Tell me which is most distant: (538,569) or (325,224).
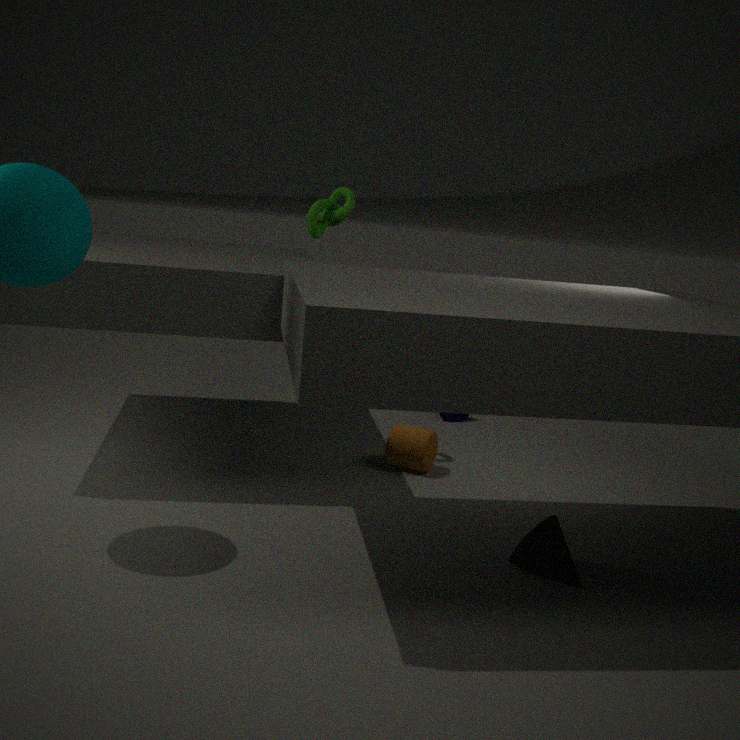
(325,224)
